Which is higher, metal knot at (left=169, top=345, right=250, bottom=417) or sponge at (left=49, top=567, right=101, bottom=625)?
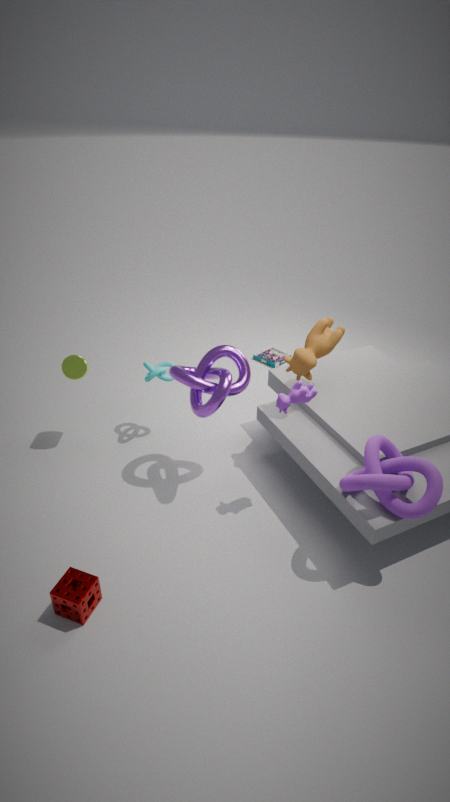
metal knot at (left=169, top=345, right=250, bottom=417)
